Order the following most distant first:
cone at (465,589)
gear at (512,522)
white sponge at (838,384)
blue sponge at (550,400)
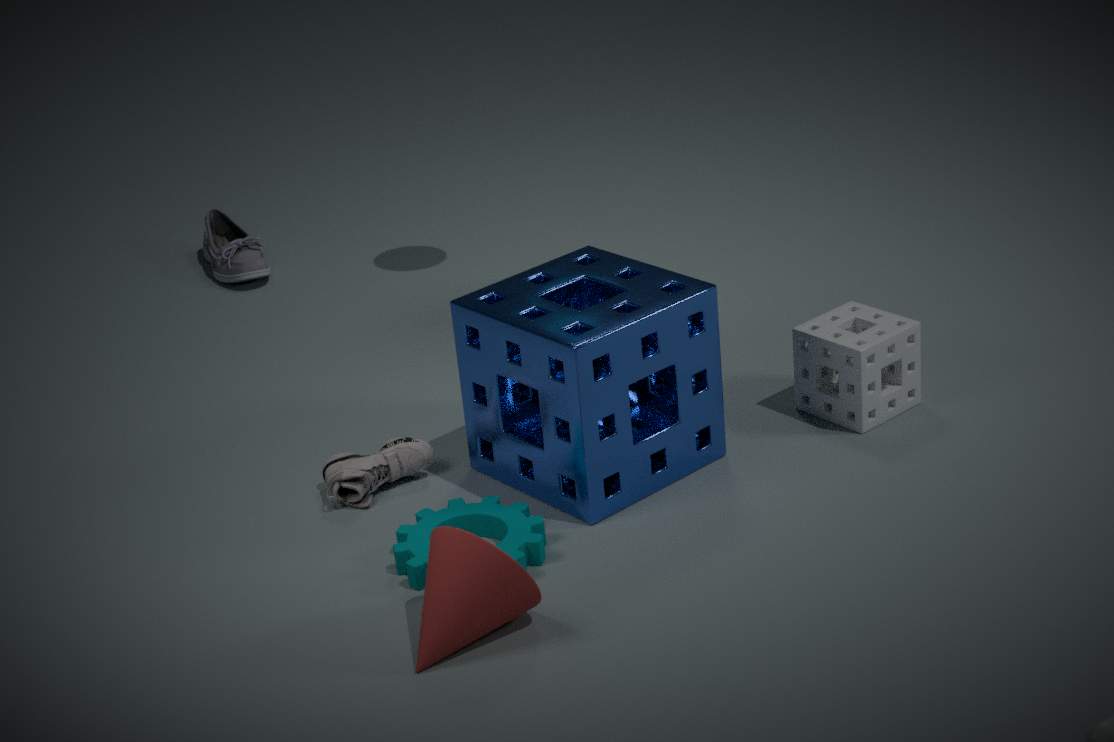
white sponge at (838,384)
blue sponge at (550,400)
gear at (512,522)
cone at (465,589)
